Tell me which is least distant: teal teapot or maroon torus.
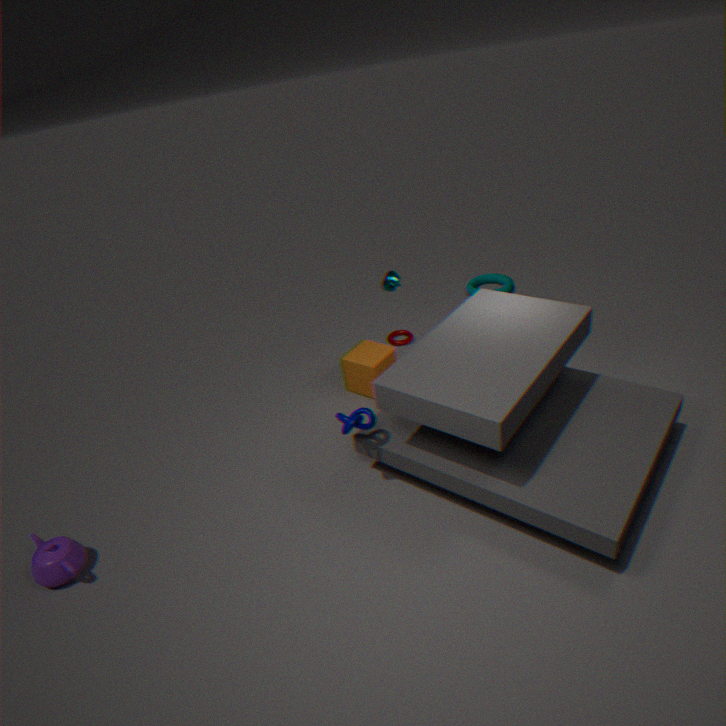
teal teapot
